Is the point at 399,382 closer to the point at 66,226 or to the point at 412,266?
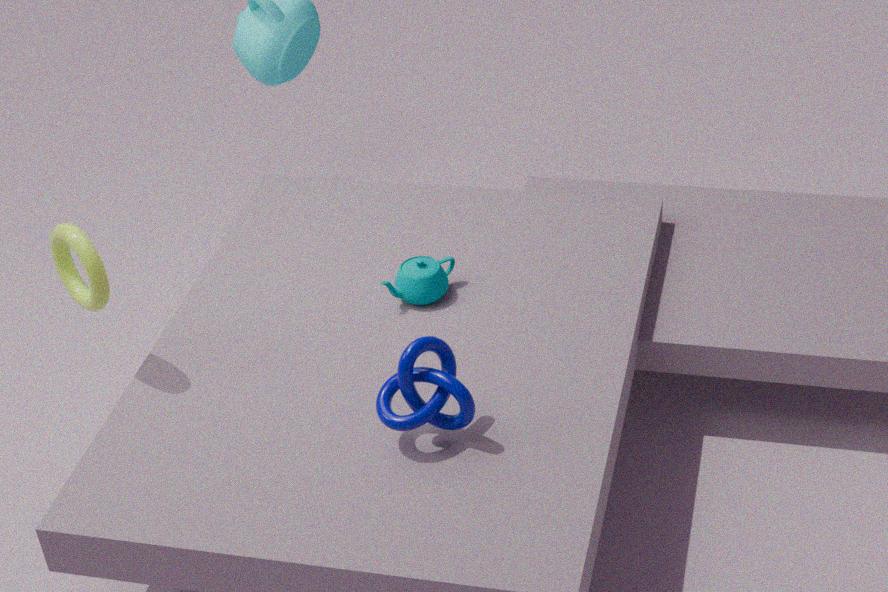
the point at 412,266
